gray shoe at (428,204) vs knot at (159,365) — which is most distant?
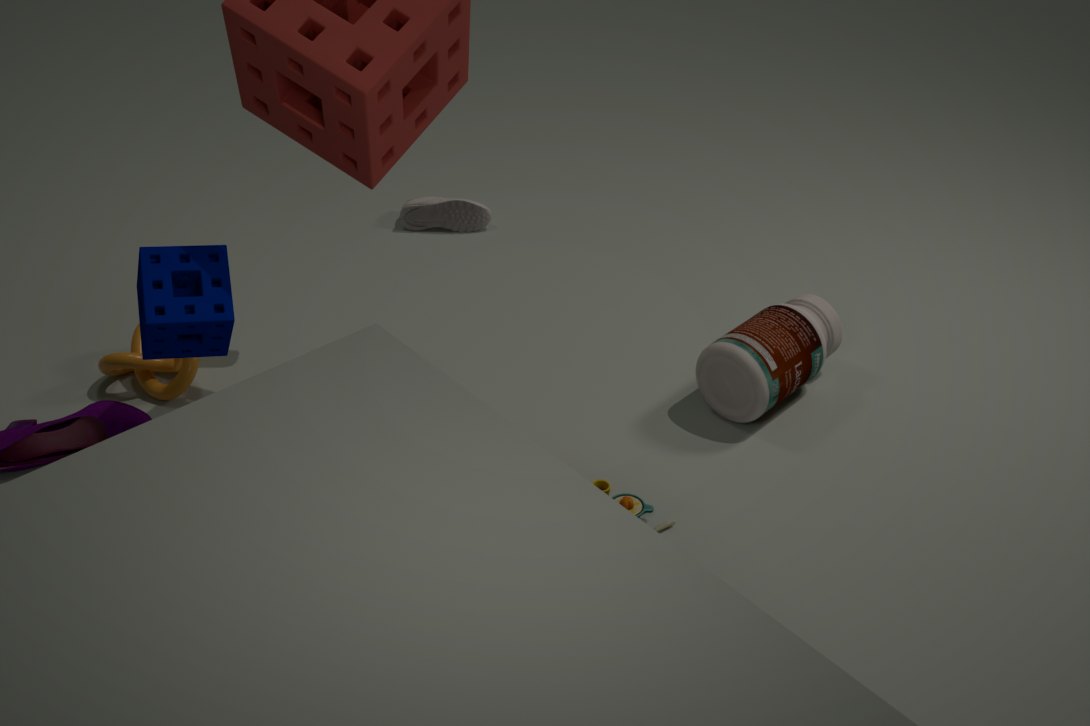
gray shoe at (428,204)
